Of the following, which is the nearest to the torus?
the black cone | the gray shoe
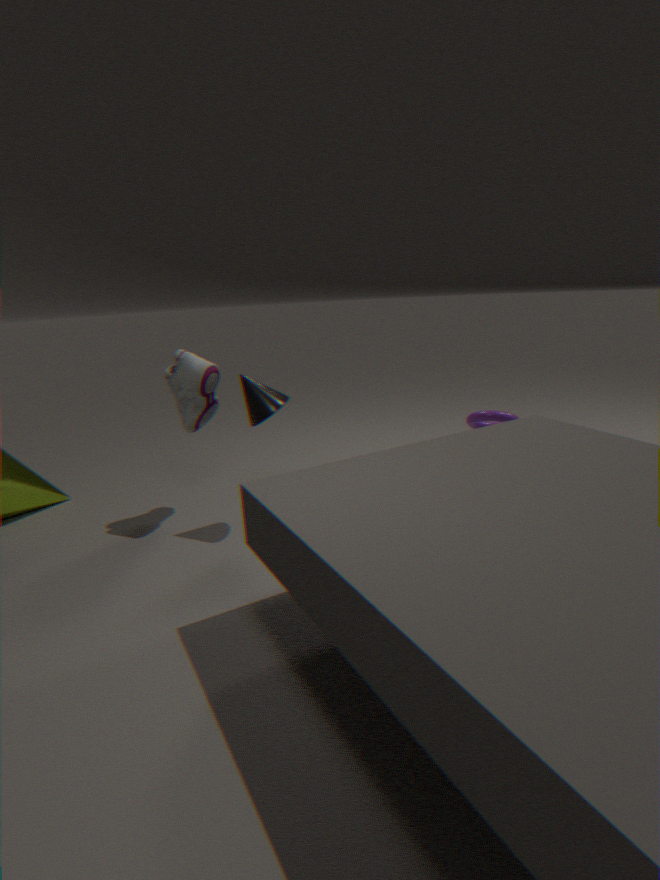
the black cone
